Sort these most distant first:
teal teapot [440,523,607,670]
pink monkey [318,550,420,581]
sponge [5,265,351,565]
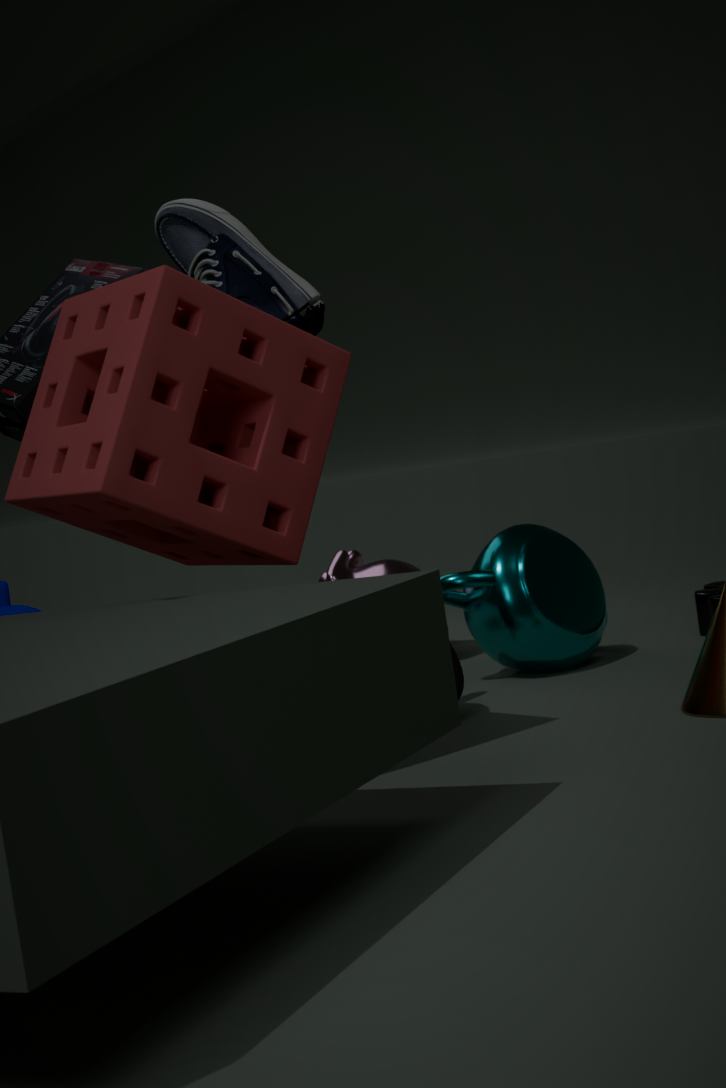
pink monkey [318,550,420,581] → teal teapot [440,523,607,670] → sponge [5,265,351,565]
